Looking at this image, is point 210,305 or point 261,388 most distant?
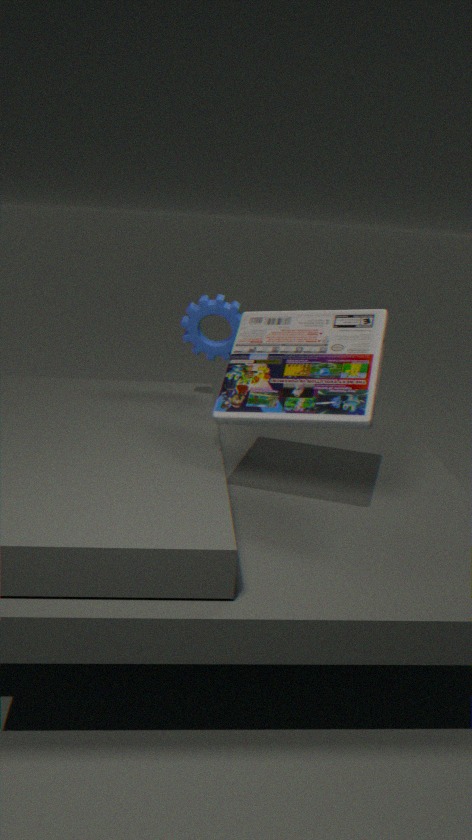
point 210,305
